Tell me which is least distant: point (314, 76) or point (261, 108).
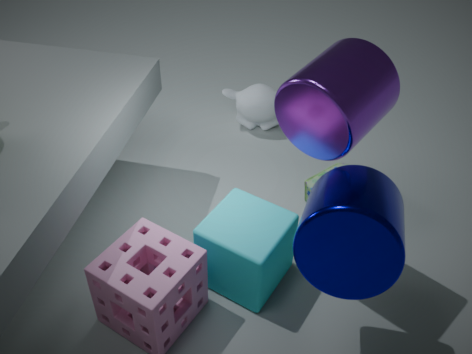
point (314, 76)
